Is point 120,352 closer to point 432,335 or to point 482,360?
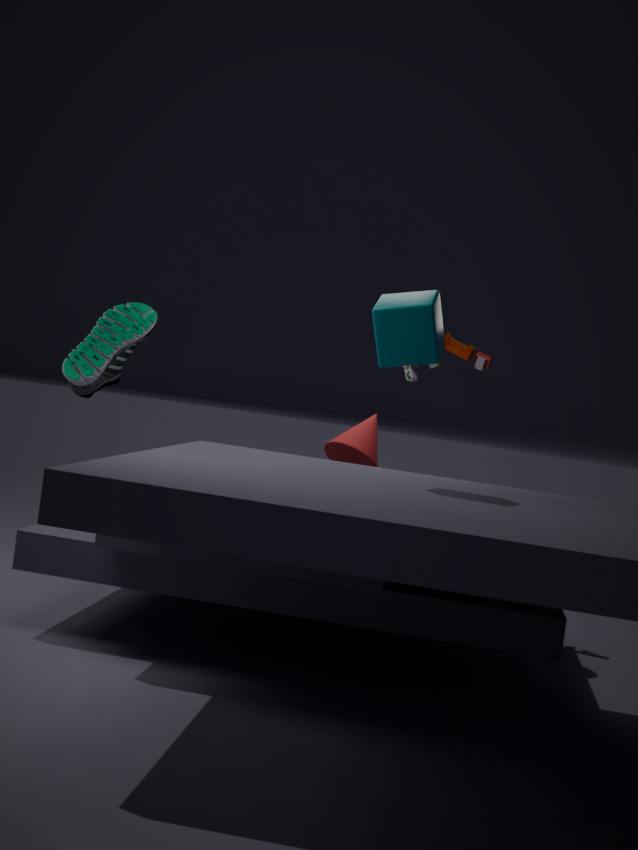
point 432,335
